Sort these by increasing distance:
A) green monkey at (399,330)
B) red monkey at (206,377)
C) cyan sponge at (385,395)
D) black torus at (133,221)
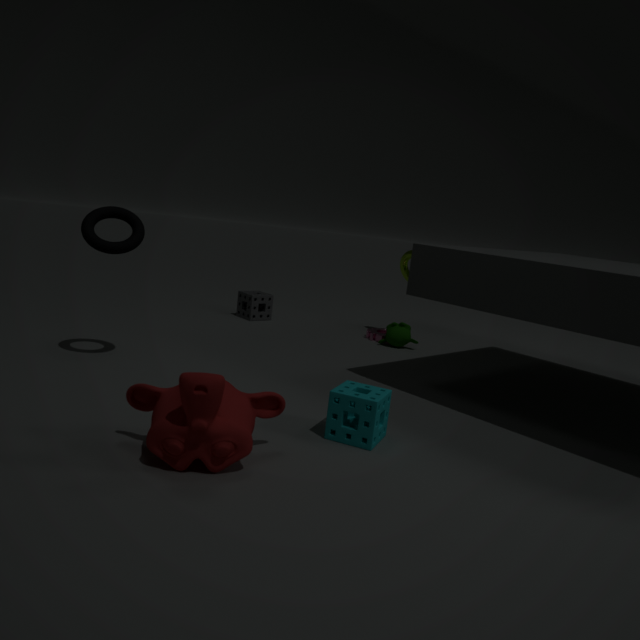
red monkey at (206,377) → cyan sponge at (385,395) → black torus at (133,221) → green monkey at (399,330)
